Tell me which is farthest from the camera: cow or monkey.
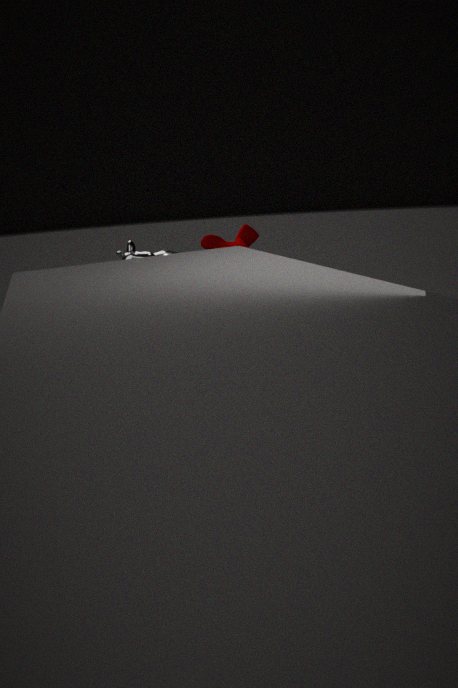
monkey
